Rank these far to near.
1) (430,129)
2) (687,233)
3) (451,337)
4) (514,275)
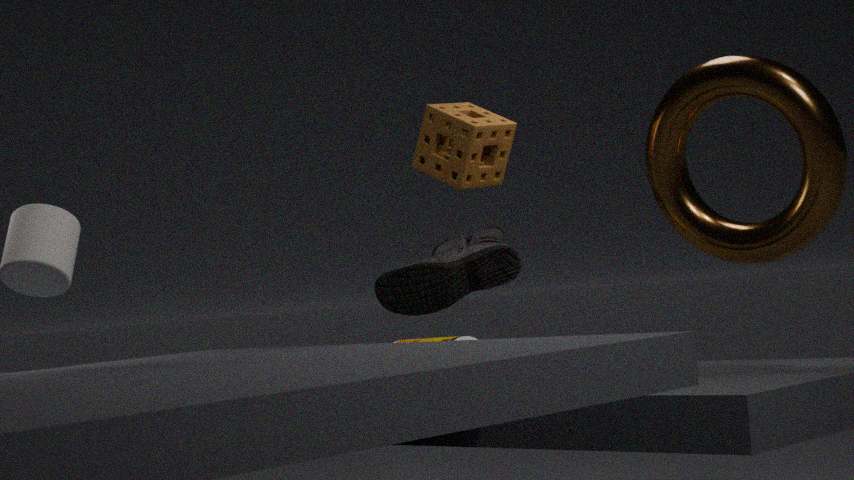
4, 1, 2, 3
